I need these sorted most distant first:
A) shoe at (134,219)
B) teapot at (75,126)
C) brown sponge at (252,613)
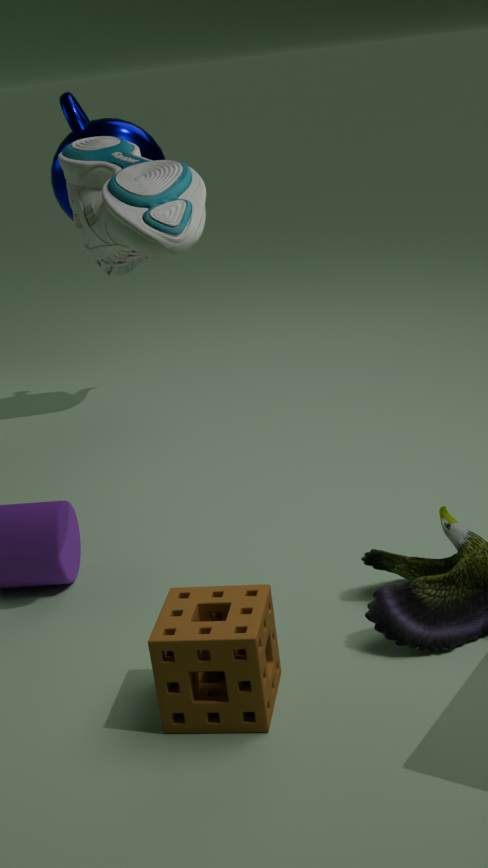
teapot at (75,126) < shoe at (134,219) < brown sponge at (252,613)
